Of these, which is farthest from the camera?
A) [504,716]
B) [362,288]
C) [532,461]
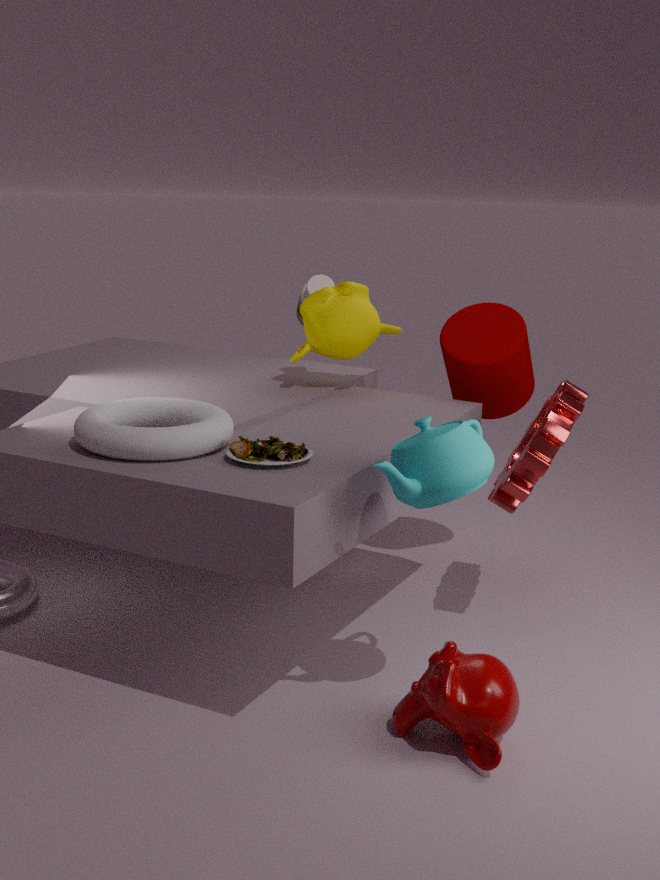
[362,288]
